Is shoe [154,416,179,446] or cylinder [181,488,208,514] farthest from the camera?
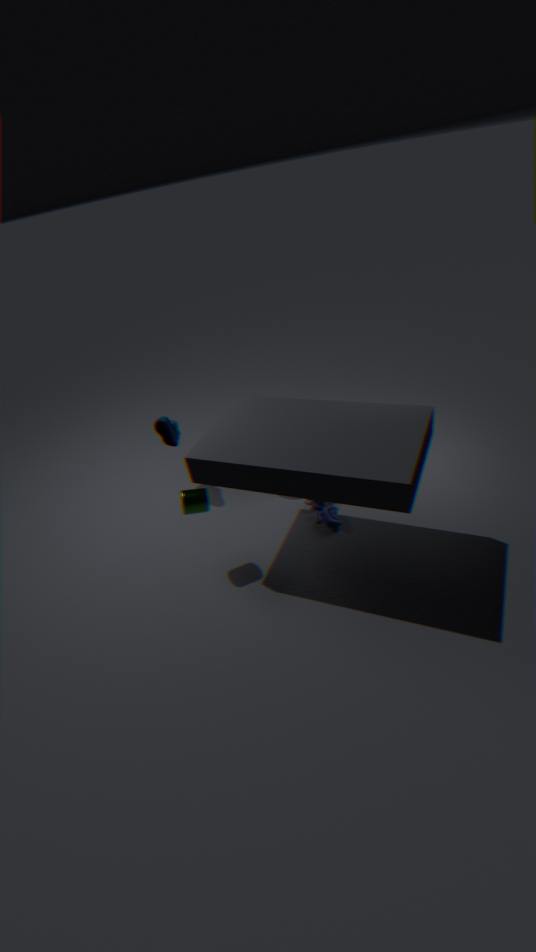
shoe [154,416,179,446]
